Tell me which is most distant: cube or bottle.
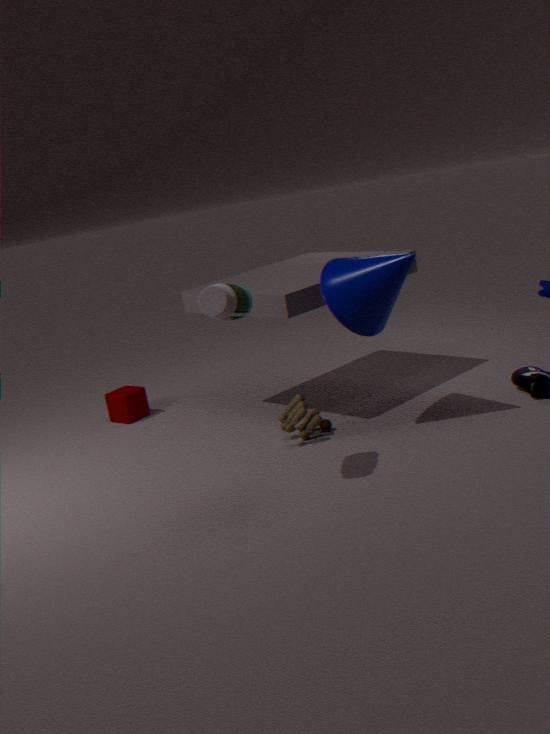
cube
